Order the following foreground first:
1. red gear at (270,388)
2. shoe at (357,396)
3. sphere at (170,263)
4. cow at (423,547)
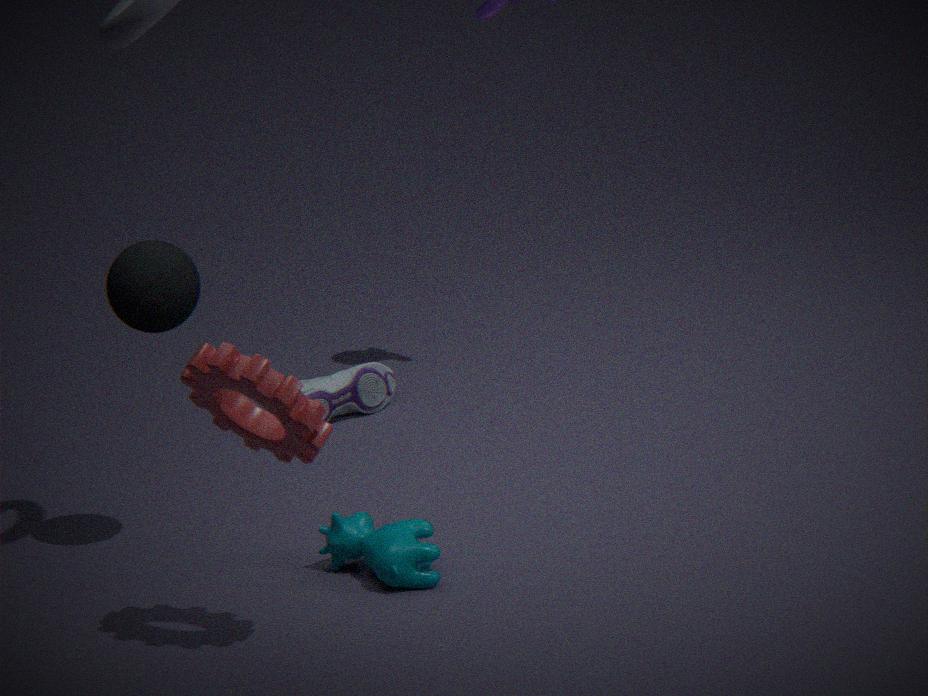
red gear at (270,388)
cow at (423,547)
sphere at (170,263)
shoe at (357,396)
